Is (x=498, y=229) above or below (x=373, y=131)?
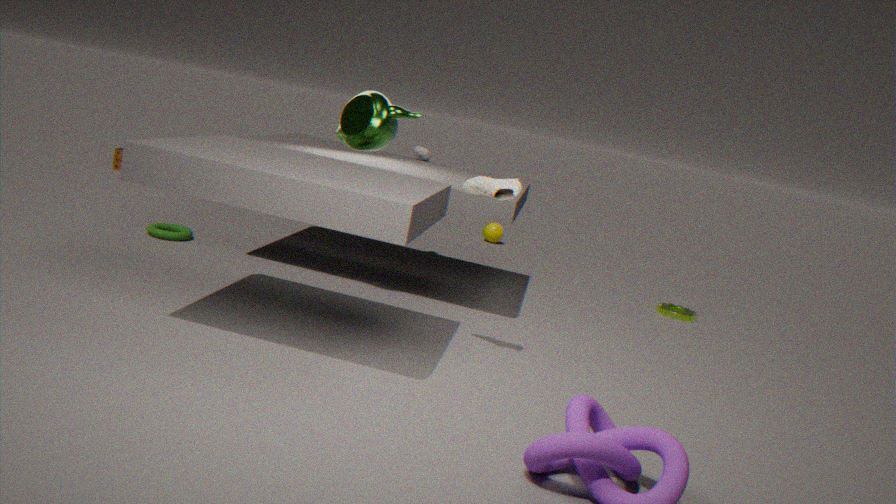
below
